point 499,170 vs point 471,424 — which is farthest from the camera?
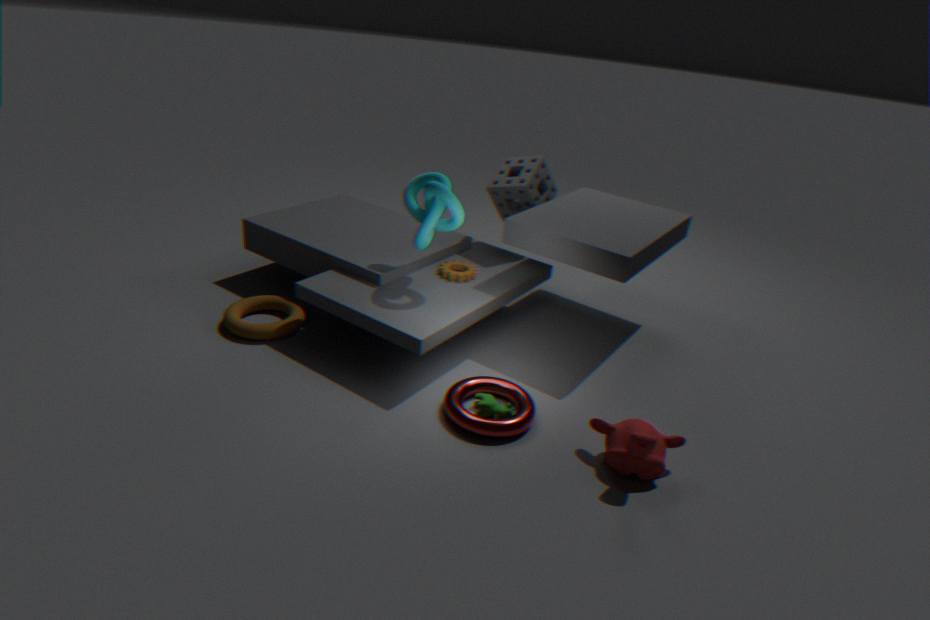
point 499,170
